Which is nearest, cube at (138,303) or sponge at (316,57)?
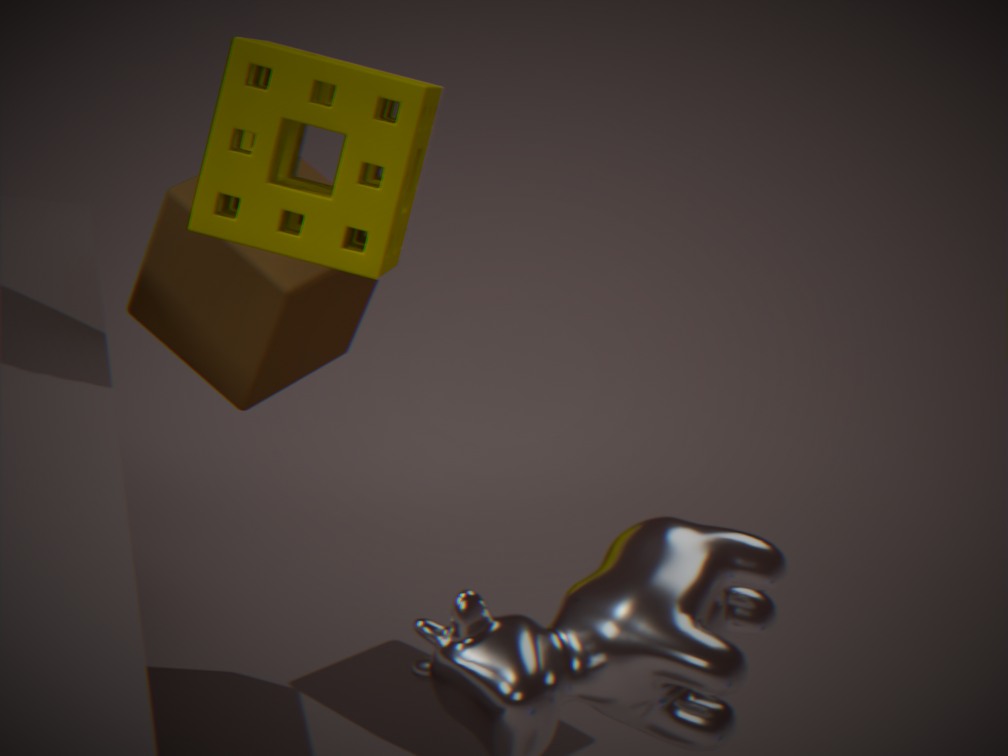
sponge at (316,57)
